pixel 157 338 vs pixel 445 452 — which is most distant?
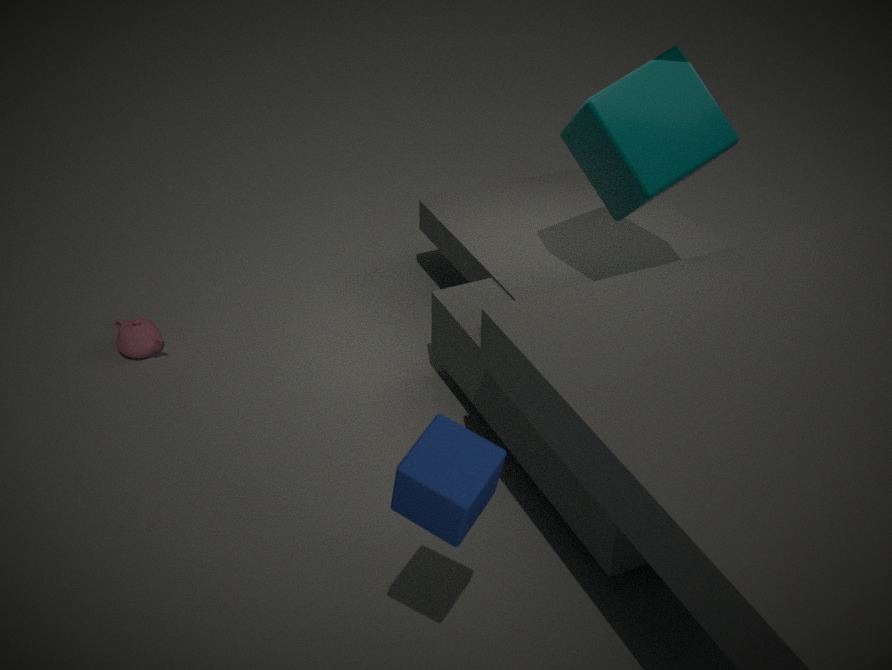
pixel 157 338
